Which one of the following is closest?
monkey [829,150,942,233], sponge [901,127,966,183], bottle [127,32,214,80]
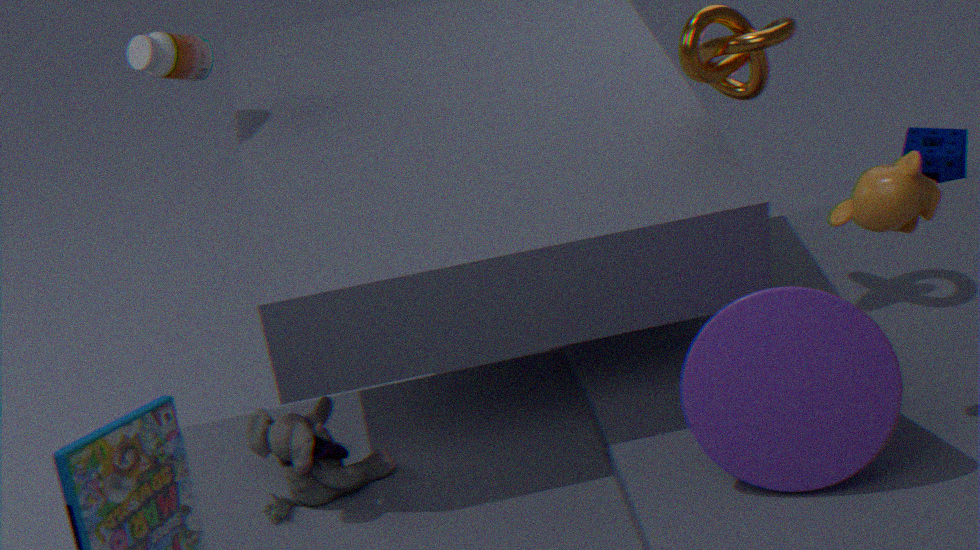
monkey [829,150,942,233]
